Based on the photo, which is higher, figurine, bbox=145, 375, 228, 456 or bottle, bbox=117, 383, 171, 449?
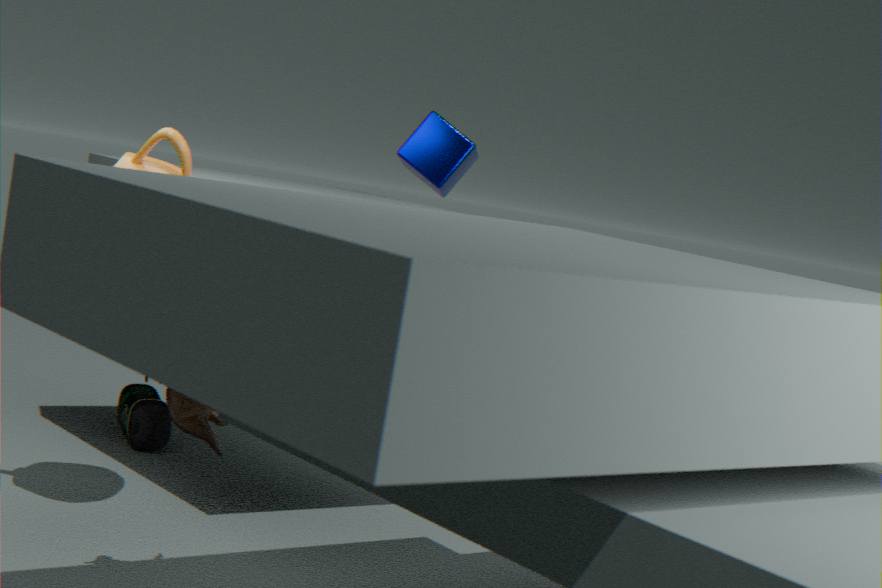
figurine, bbox=145, 375, 228, 456
